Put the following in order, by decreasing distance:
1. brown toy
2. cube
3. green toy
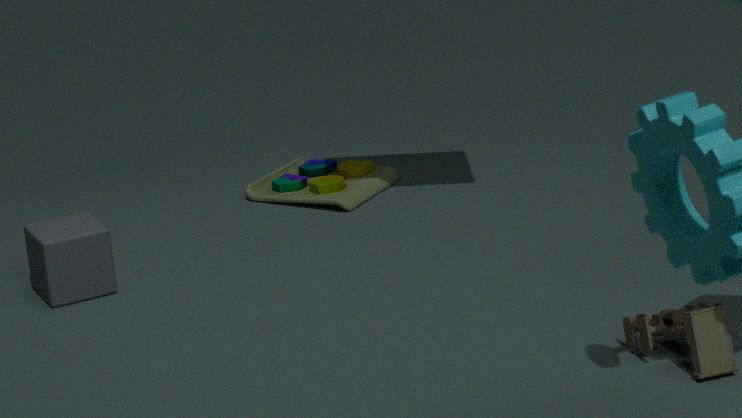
1. green toy
2. cube
3. brown toy
